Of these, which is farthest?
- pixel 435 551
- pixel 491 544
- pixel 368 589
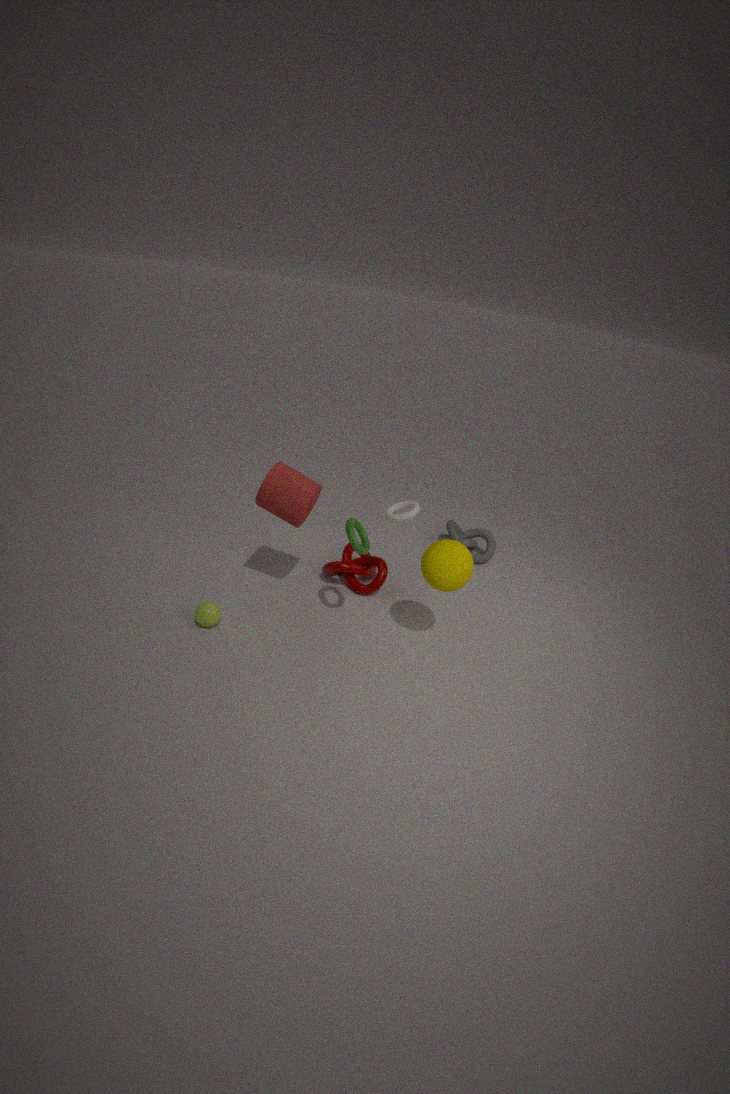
pixel 491 544
